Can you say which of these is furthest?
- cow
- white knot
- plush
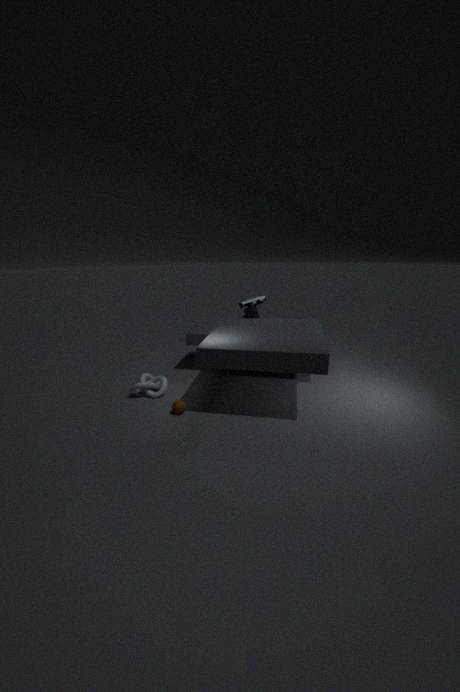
plush
